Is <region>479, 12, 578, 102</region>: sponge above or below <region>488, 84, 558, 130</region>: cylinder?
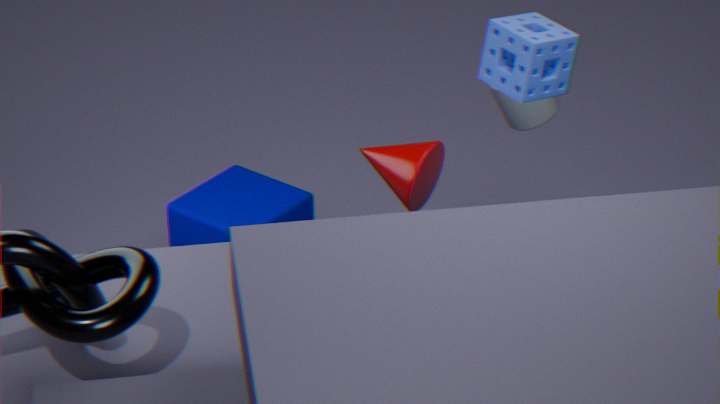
above
